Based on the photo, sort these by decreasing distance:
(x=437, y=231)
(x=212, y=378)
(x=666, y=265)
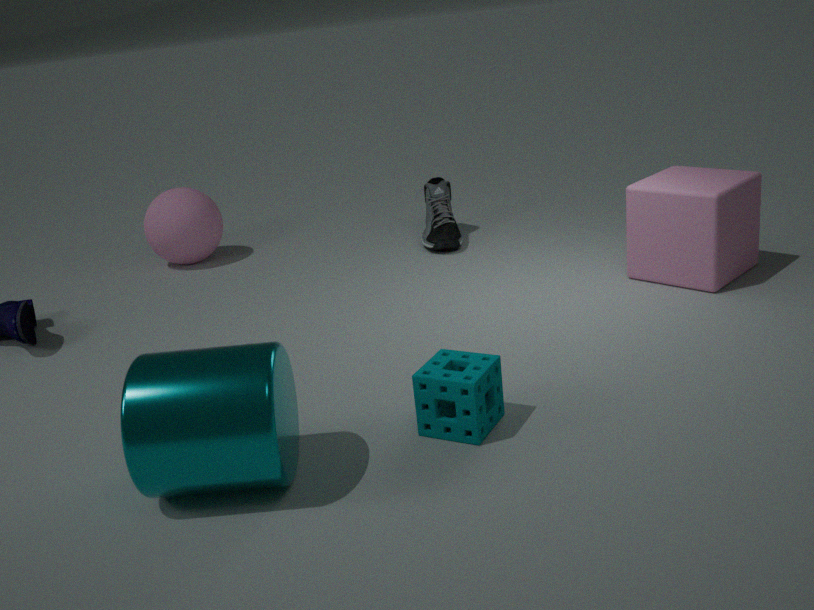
(x=437, y=231) < (x=666, y=265) < (x=212, y=378)
